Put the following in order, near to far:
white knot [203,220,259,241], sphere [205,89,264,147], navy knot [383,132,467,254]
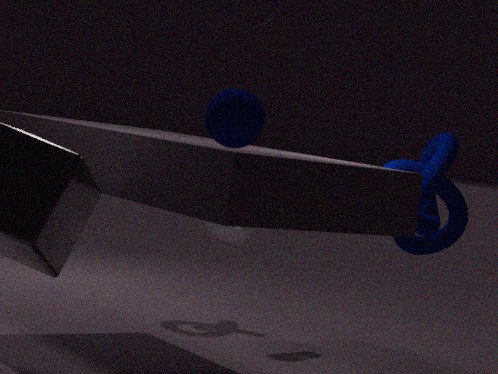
sphere [205,89,264,147]
navy knot [383,132,467,254]
white knot [203,220,259,241]
